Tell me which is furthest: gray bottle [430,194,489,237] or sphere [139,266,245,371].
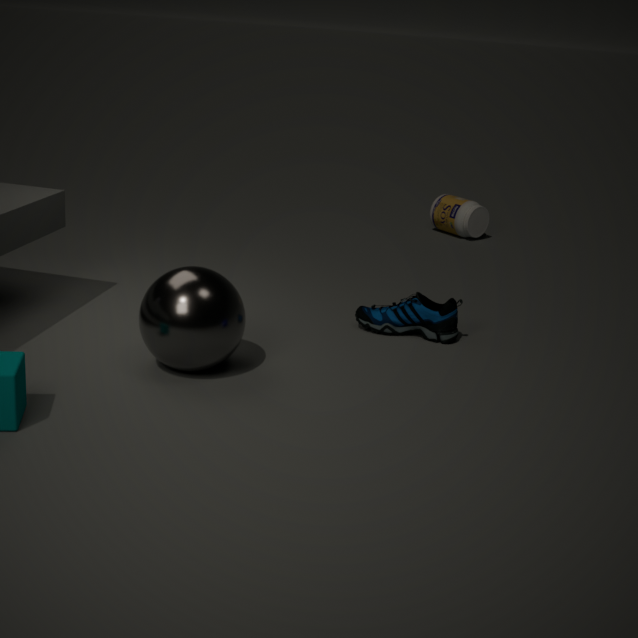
gray bottle [430,194,489,237]
